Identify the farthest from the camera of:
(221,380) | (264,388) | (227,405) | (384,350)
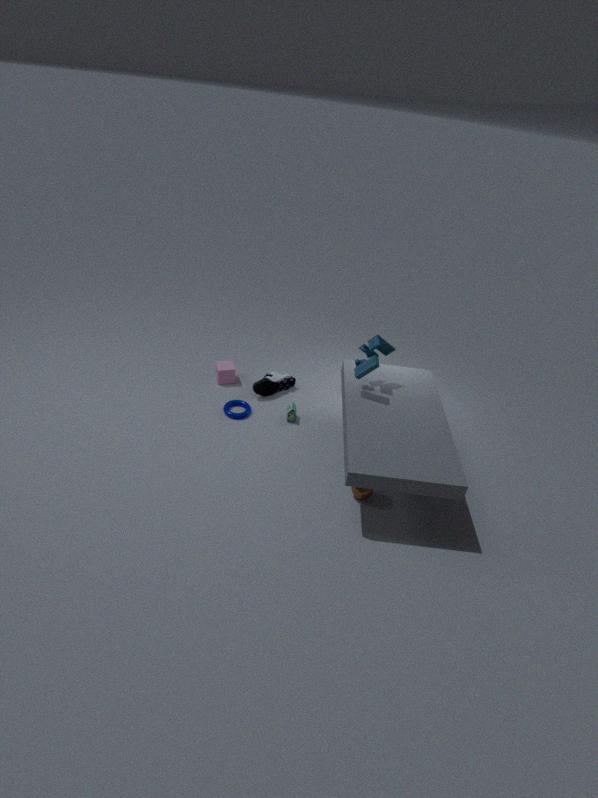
(221,380)
